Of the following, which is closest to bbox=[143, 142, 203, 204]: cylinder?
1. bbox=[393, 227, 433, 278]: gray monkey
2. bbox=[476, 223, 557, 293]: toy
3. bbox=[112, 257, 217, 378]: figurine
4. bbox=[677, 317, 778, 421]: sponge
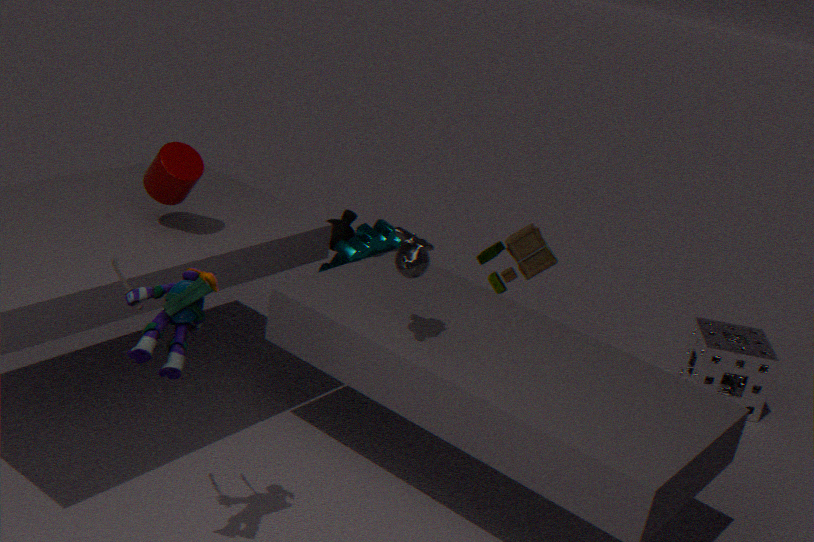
bbox=[112, 257, 217, 378]: figurine
